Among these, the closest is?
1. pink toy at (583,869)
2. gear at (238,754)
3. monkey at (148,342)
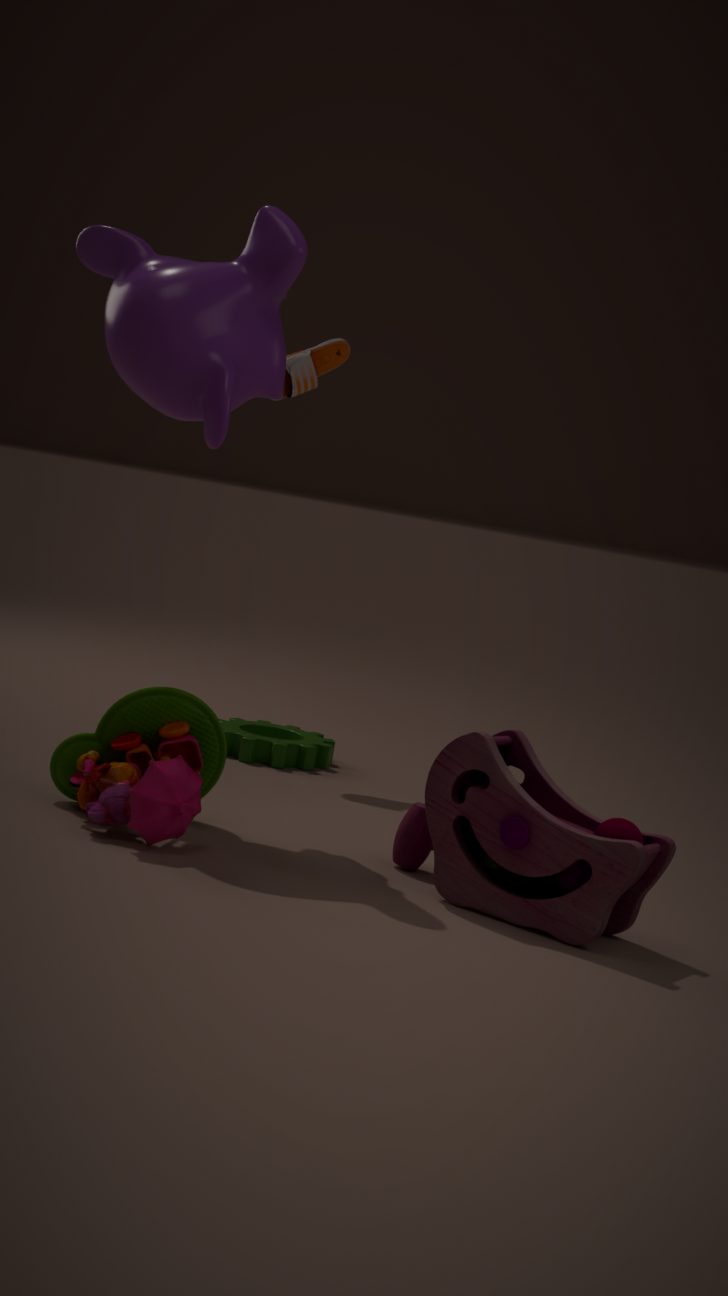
pink toy at (583,869)
